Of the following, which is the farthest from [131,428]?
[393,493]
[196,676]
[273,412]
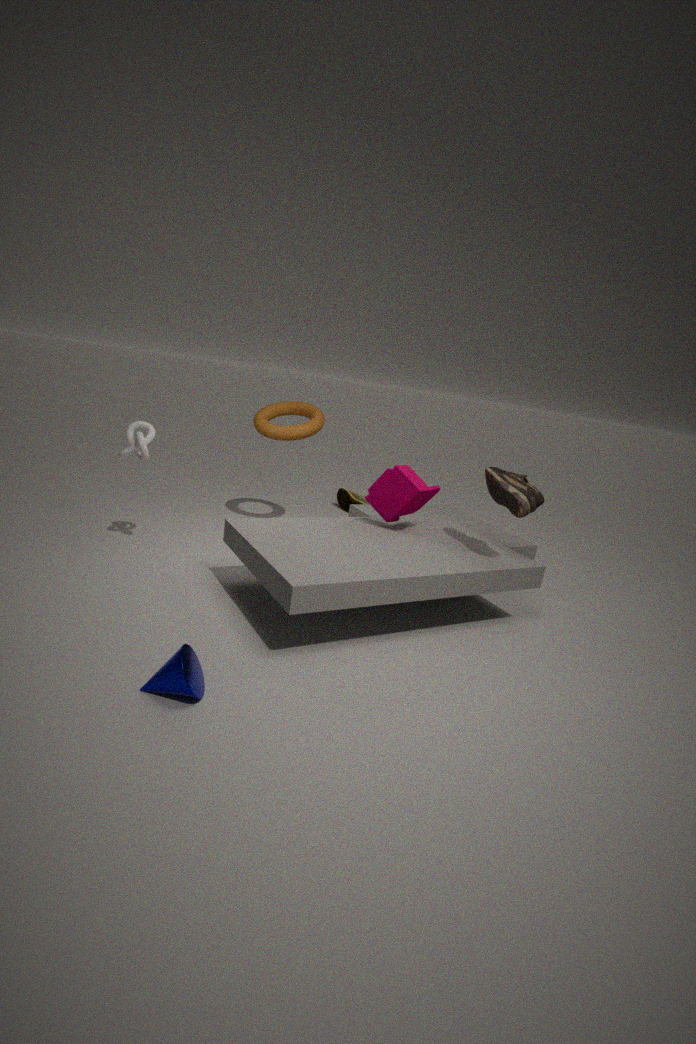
[196,676]
